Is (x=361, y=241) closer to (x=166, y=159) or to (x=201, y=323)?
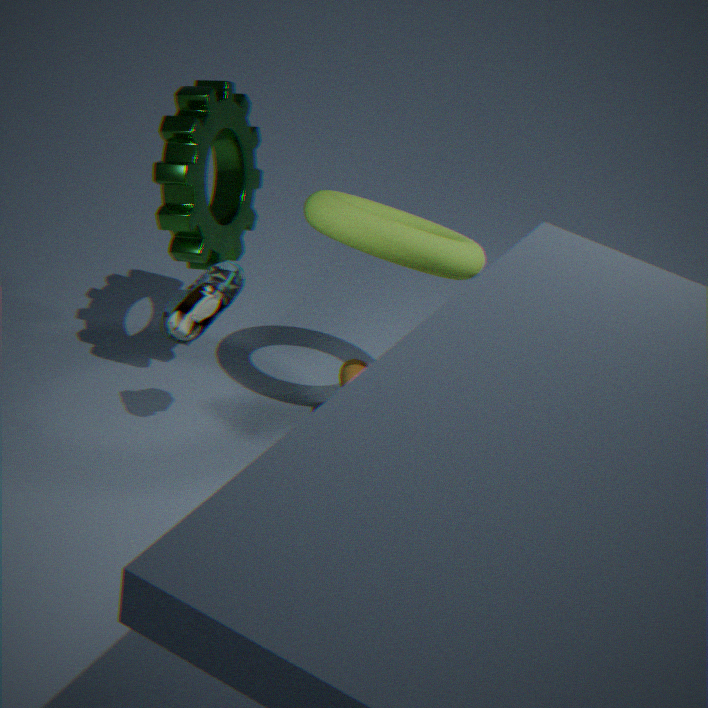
(x=166, y=159)
